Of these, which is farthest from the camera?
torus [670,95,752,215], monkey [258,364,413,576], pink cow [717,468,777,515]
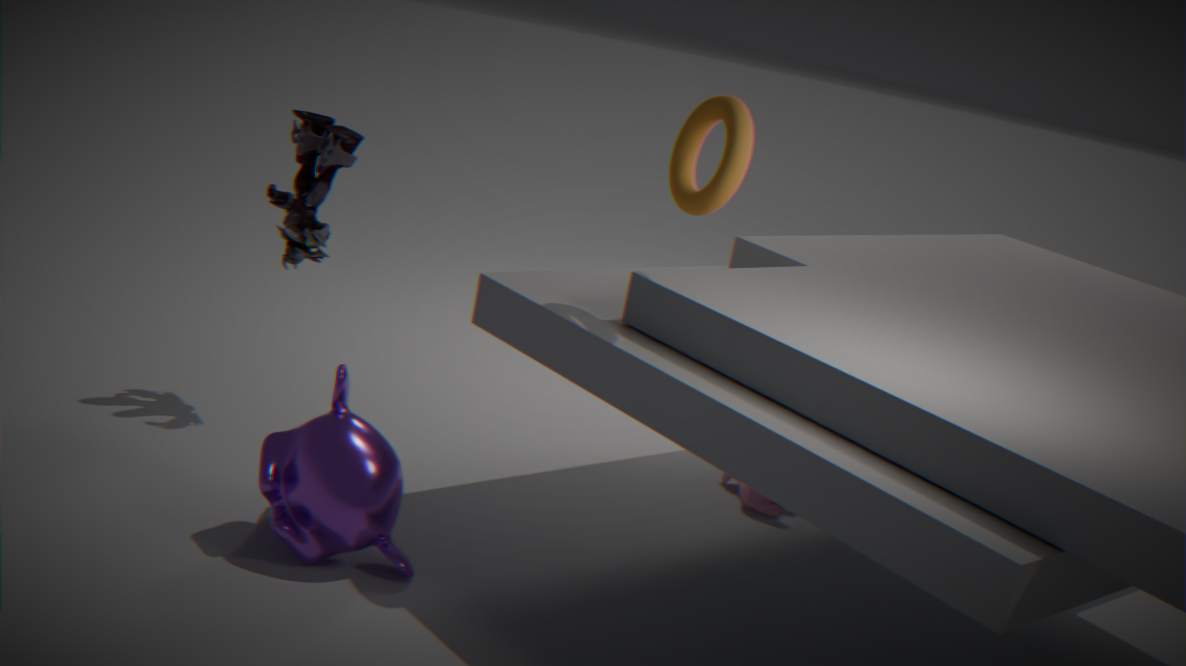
pink cow [717,468,777,515]
